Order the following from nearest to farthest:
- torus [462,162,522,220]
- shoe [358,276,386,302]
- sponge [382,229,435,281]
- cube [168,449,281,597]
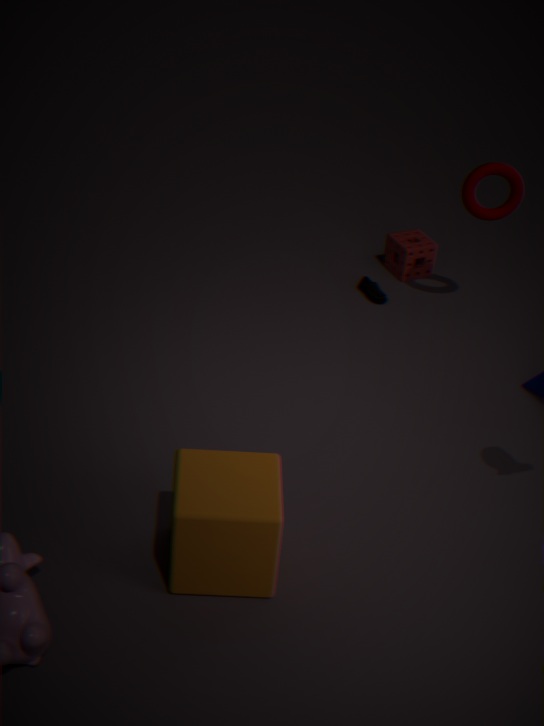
cube [168,449,281,597] → torus [462,162,522,220] → shoe [358,276,386,302] → sponge [382,229,435,281]
